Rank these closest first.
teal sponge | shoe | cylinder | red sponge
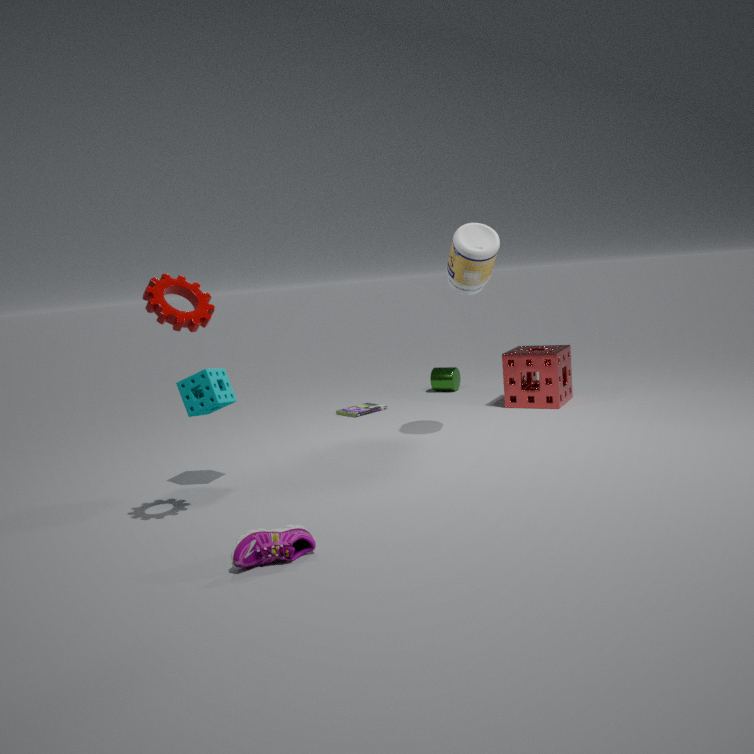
shoe
teal sponge
red sponge
cylinder
